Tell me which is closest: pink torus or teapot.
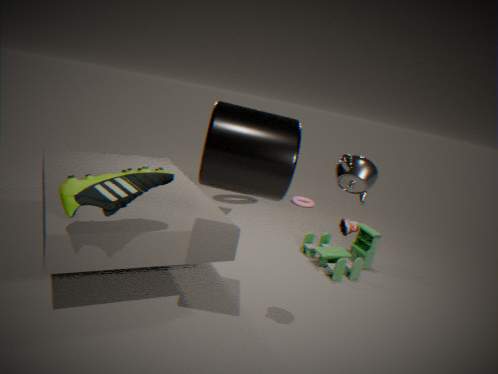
teapot
